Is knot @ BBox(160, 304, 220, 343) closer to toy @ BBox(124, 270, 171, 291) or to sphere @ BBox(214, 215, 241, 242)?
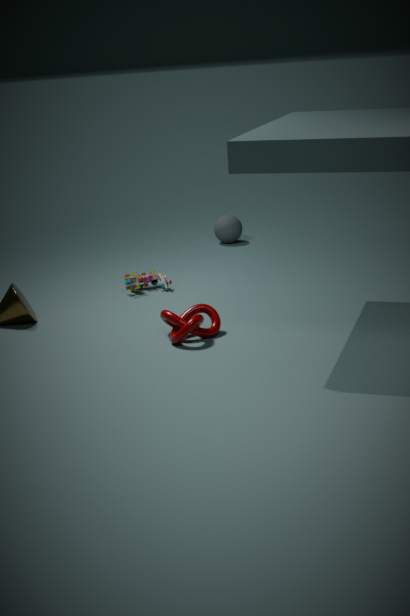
toy @ BBox(124, 270, 171, 291)
